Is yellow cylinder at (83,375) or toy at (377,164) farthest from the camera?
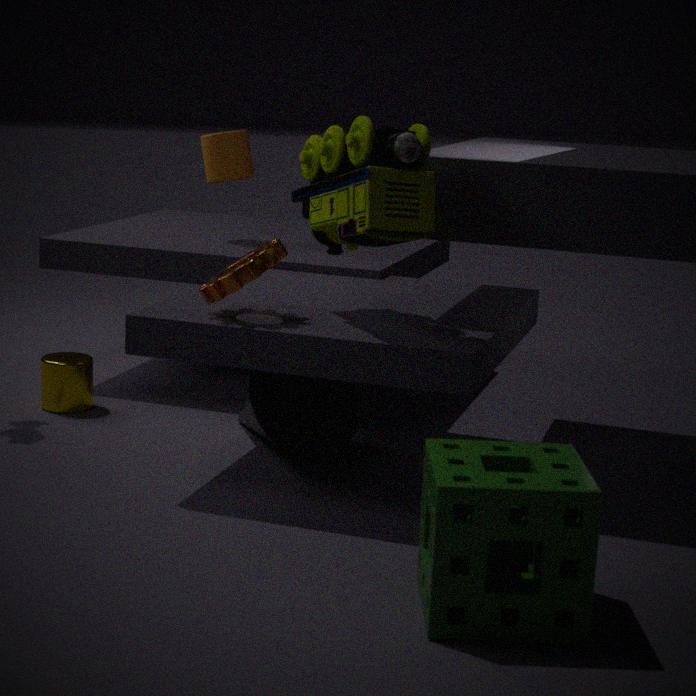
yellow cylinder at (83,375)
